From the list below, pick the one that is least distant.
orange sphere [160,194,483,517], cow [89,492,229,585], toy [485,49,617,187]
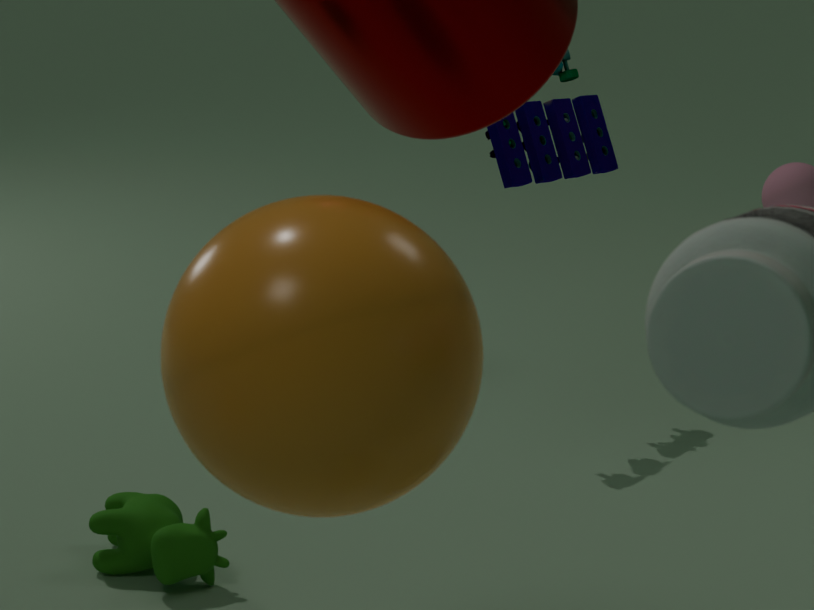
orange sphere [160,194,483,517]
